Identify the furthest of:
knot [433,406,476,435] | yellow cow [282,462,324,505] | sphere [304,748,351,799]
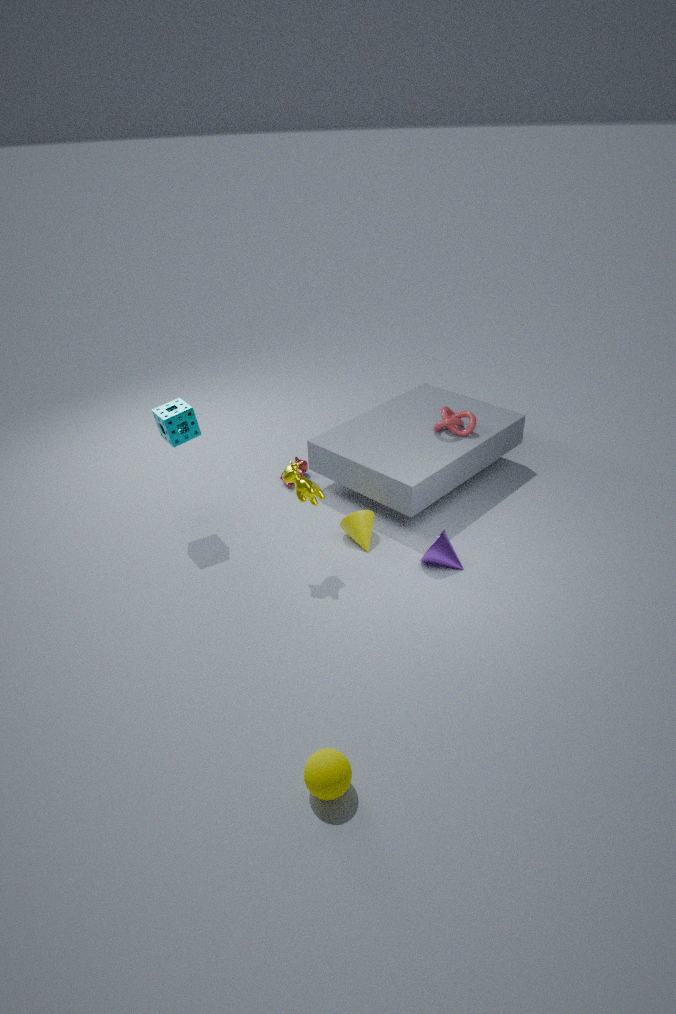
knot [433,406,476,435]
